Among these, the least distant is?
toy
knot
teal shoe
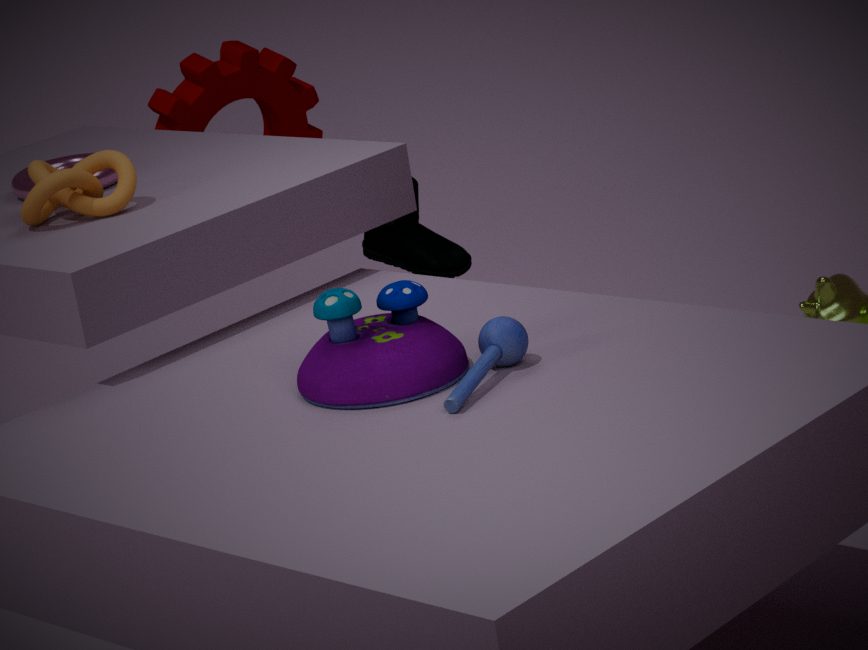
toy
